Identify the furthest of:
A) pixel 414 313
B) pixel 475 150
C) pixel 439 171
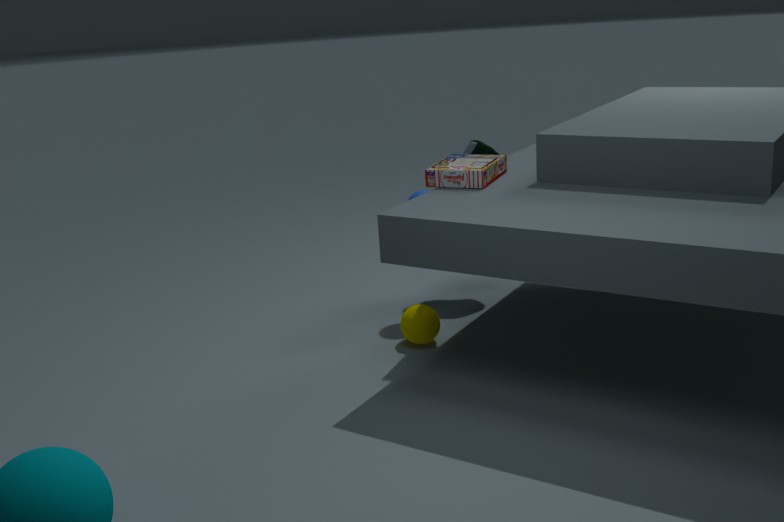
pixel 475 150
